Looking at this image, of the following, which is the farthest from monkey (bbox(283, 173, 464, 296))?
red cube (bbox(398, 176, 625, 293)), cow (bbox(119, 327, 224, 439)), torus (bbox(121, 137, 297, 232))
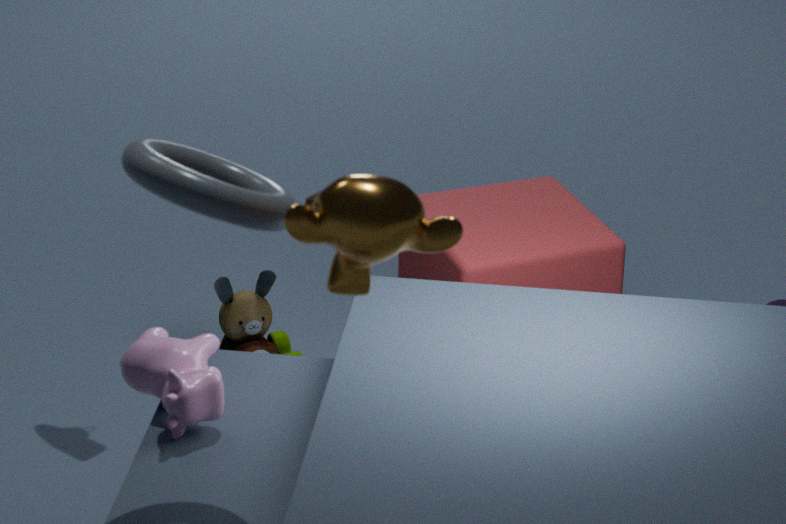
red cube (bbox(398, 176, 625, 293))
